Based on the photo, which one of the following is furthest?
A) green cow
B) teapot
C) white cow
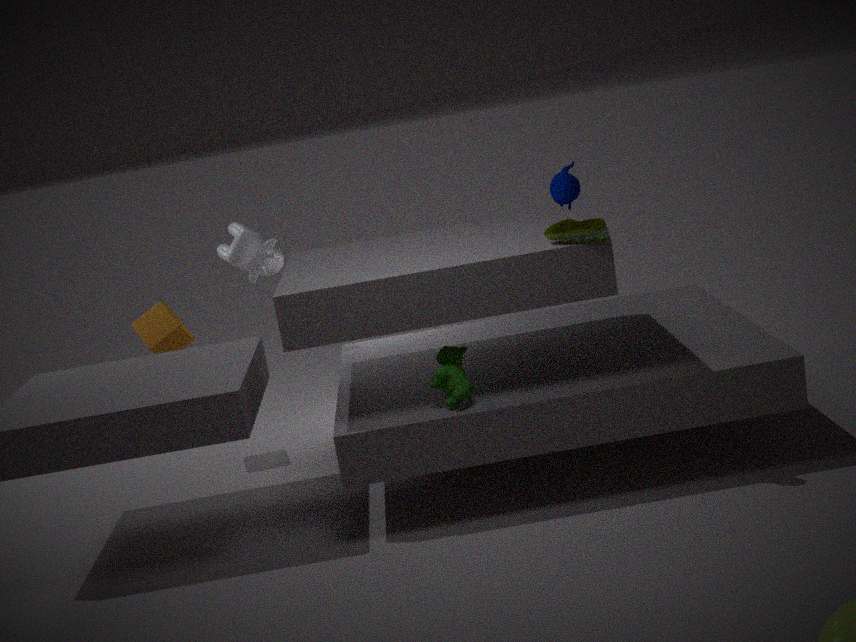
teapot
